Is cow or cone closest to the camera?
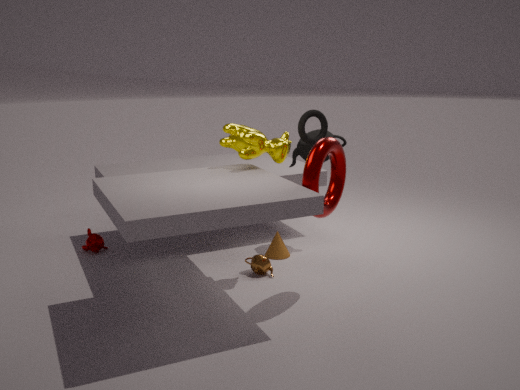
cow
